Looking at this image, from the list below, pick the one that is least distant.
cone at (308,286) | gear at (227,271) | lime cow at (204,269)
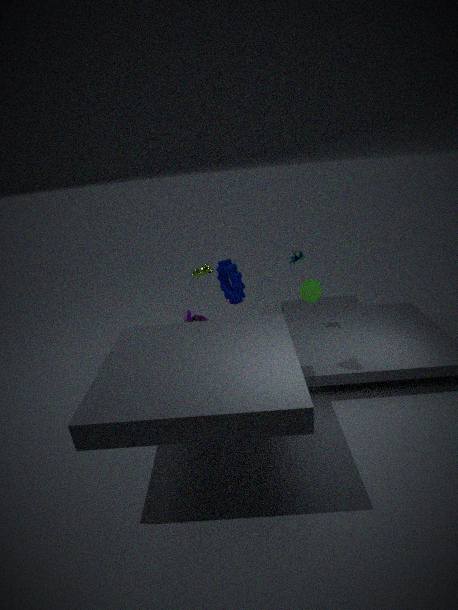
cone at (308,286)
